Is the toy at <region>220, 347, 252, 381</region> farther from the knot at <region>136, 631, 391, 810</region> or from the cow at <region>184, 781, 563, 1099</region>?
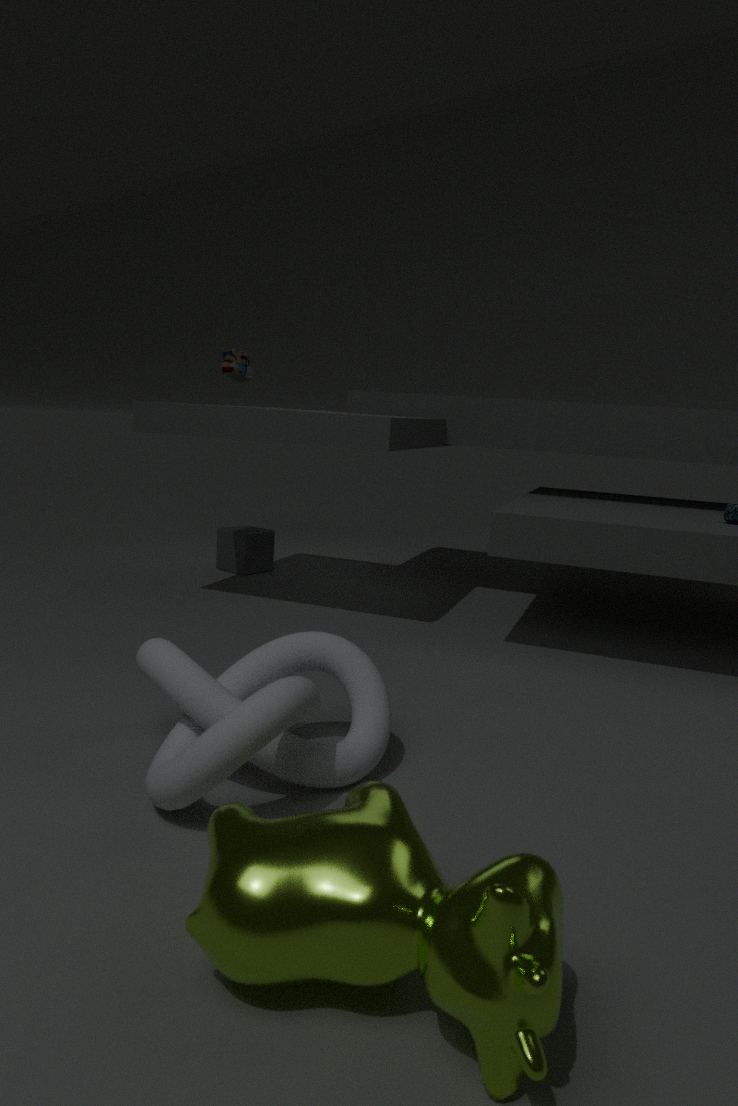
the cow at <region>184, 781, 563, 1099</region>
